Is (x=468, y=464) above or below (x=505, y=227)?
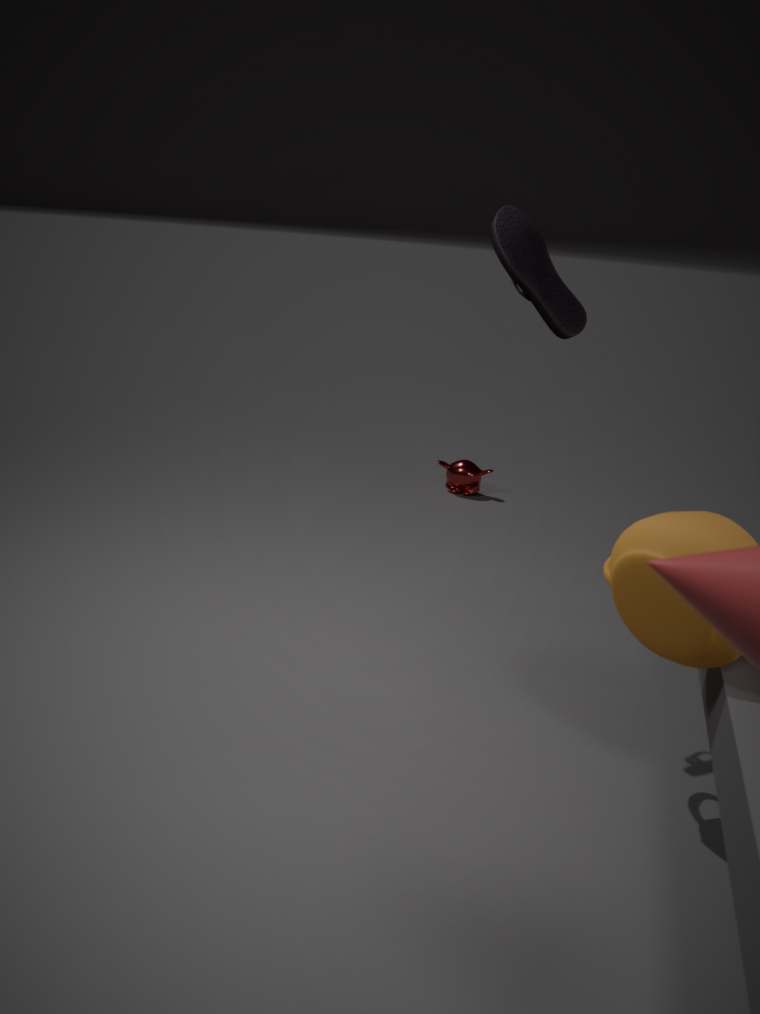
below
